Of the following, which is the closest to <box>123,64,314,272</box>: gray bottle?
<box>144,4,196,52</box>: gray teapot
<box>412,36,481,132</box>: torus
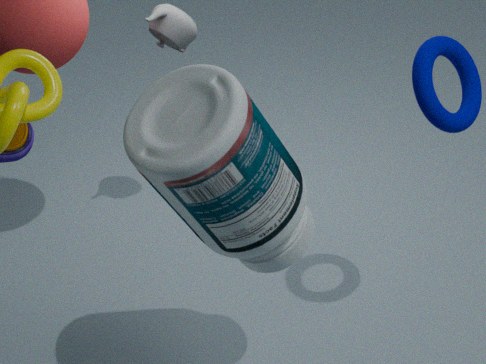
<box>412,36,481,132</box>: torus
